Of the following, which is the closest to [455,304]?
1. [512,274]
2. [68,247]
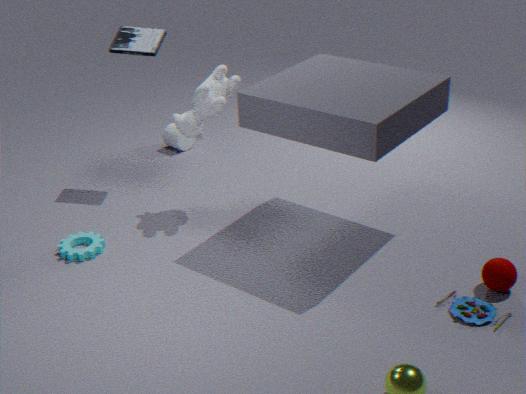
[512,274]
